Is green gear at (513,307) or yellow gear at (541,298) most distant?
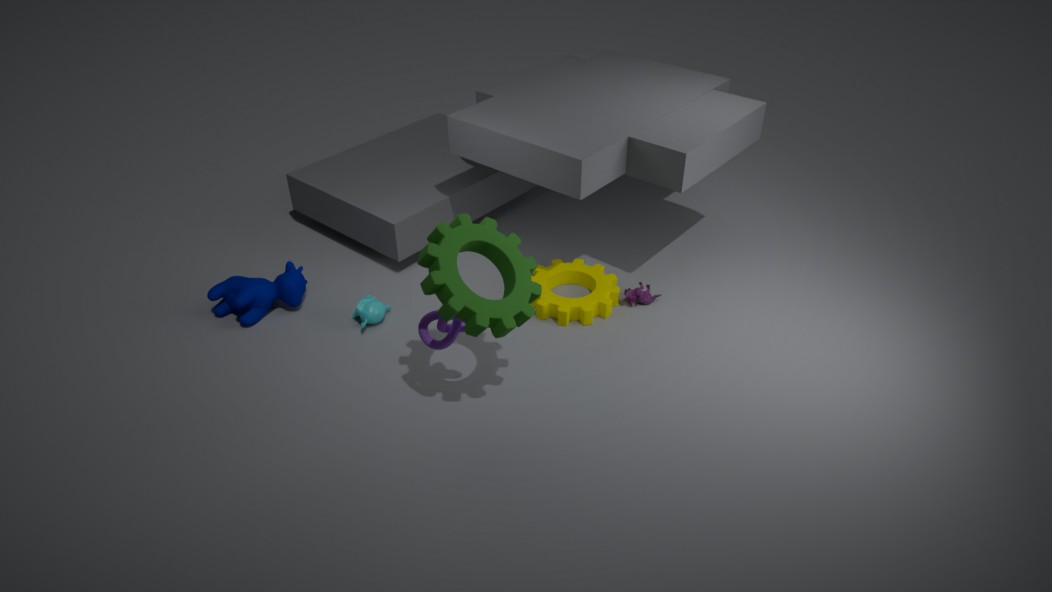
yellow gear at (541,298)
